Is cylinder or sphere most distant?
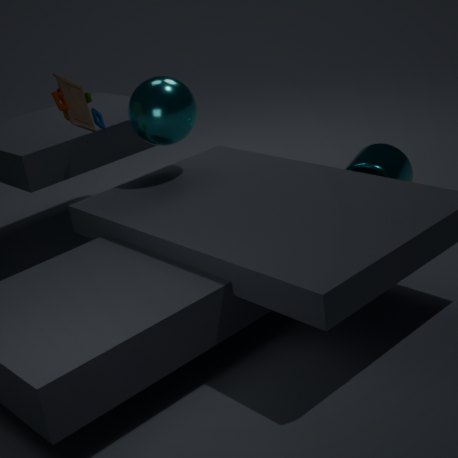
cylinder
